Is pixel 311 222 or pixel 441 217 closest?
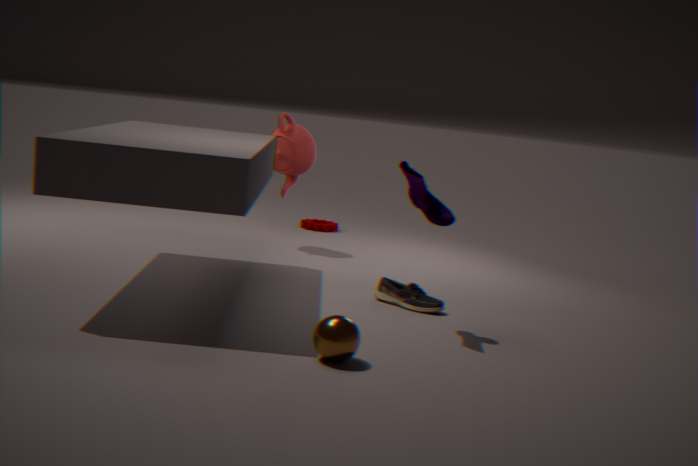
pixel 441 217
